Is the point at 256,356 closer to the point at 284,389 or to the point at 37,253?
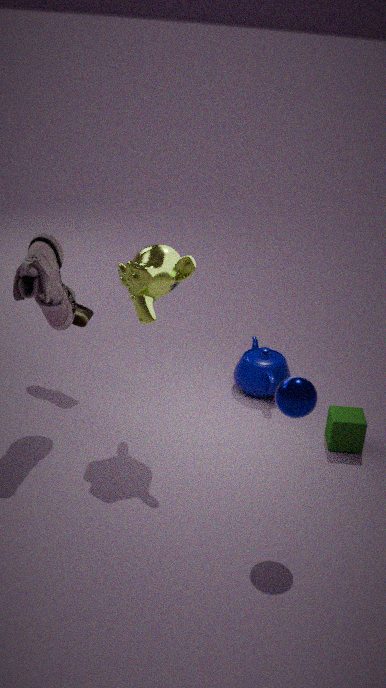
the point at 284,389
